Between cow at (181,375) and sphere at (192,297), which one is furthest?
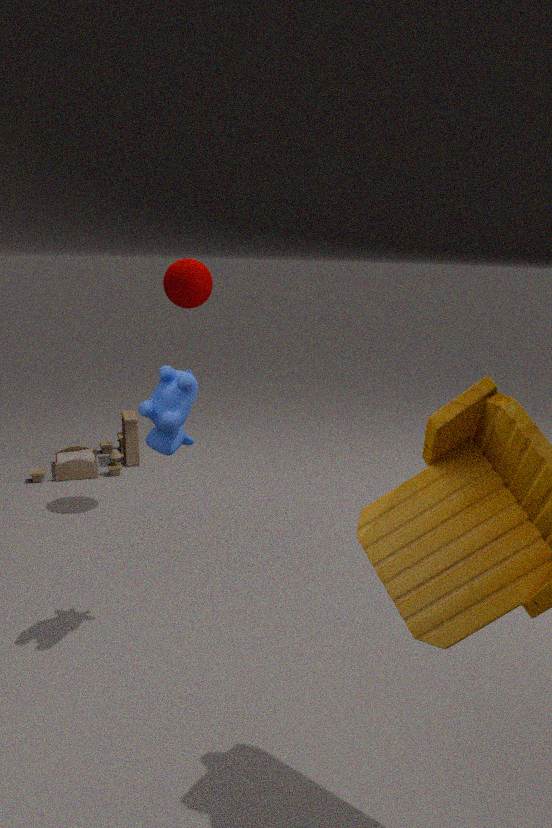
sphere at (192,297)
